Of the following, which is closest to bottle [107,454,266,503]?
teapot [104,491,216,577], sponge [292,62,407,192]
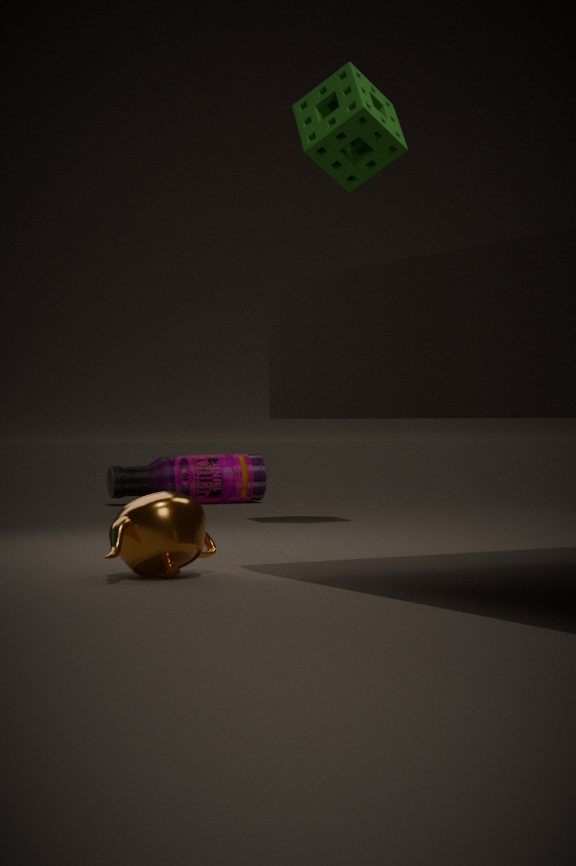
sponge [292,62,407,192]
